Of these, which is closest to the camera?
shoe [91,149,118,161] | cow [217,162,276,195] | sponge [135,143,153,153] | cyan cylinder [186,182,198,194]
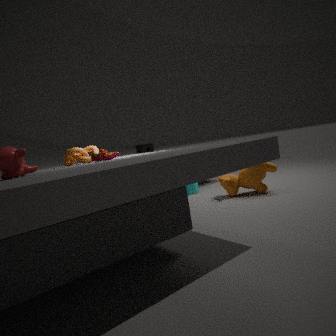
shoe [91,149,118,161]
